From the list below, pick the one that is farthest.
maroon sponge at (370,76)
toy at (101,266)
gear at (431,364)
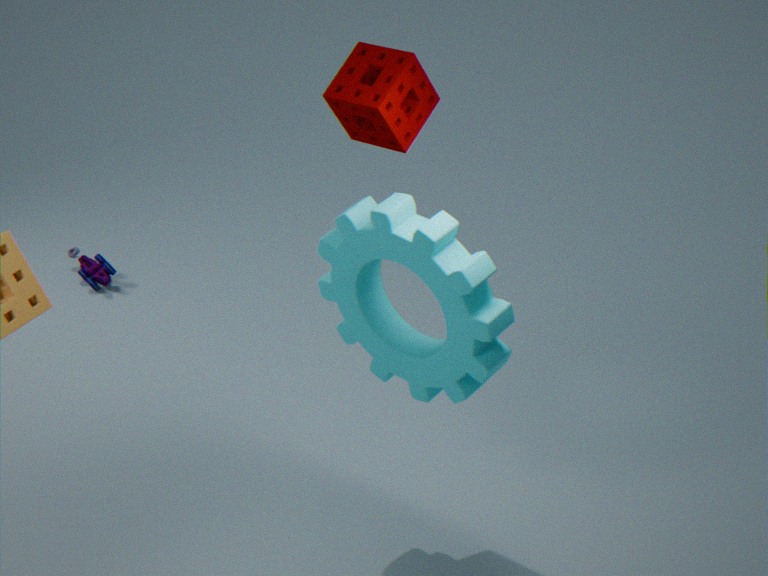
toy at (101,266)
